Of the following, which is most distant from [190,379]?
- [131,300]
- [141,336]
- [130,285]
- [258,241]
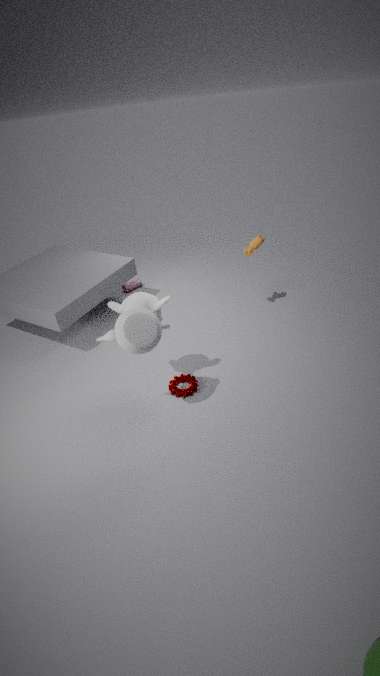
[130,285]
